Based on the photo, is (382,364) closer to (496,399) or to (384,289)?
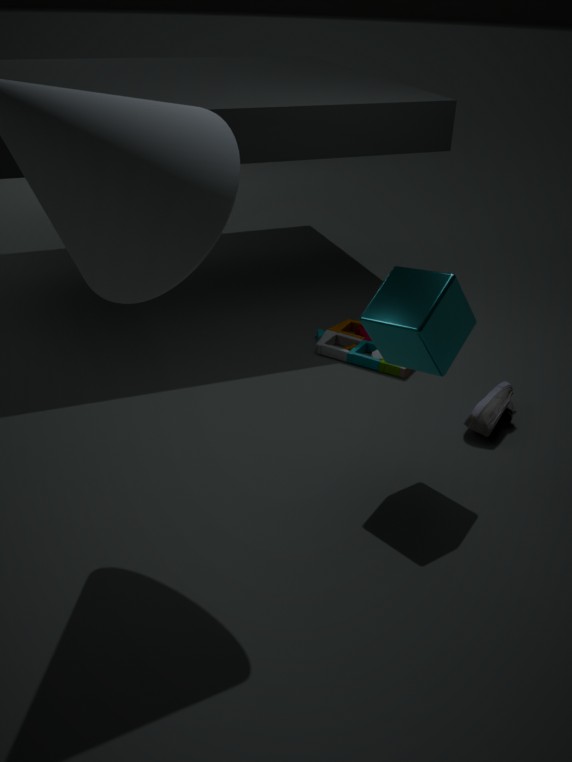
(496,399)
